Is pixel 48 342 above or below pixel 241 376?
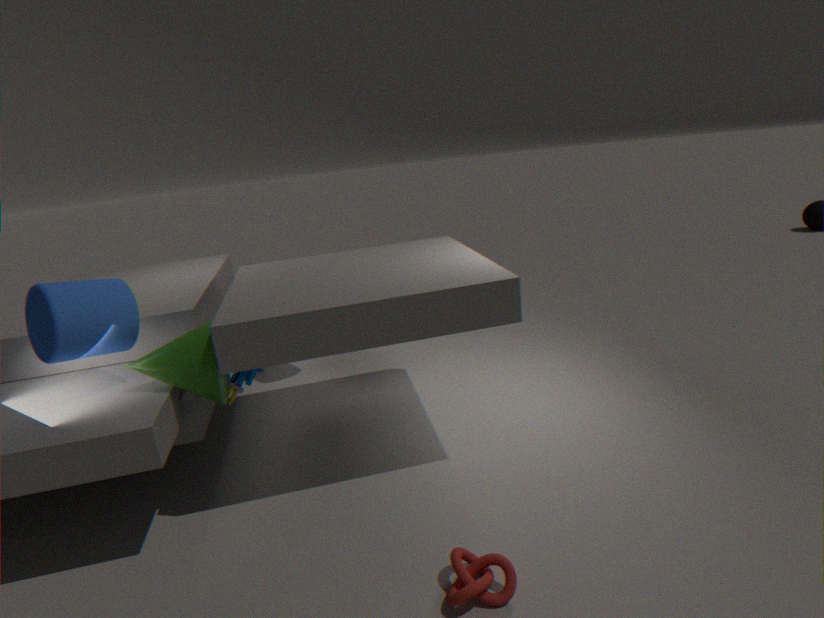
above
